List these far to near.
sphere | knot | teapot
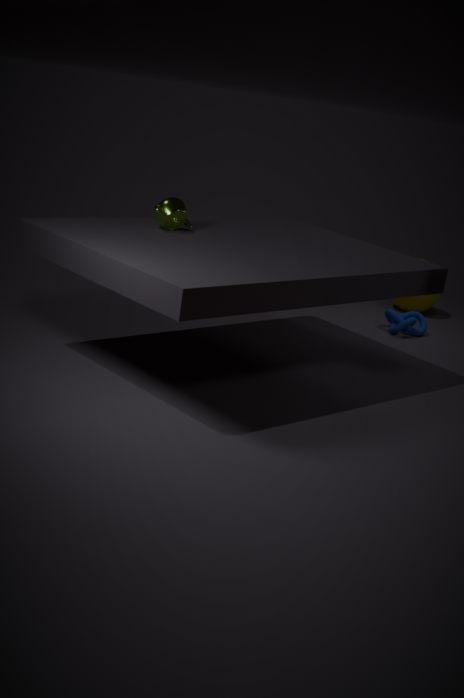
1. sphere
2. knot
3. teapot
